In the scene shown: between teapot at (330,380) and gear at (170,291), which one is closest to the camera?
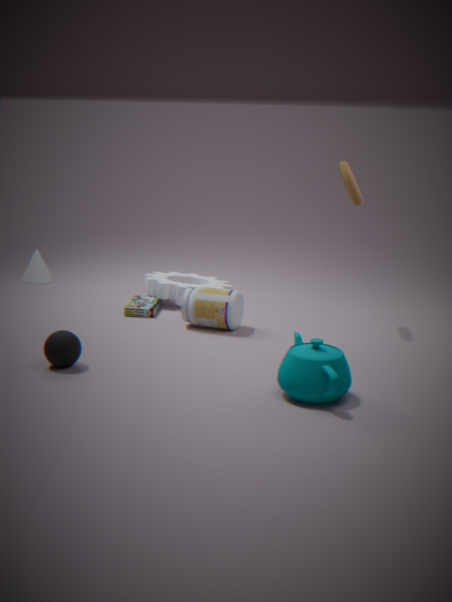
teapot at (330,380)
